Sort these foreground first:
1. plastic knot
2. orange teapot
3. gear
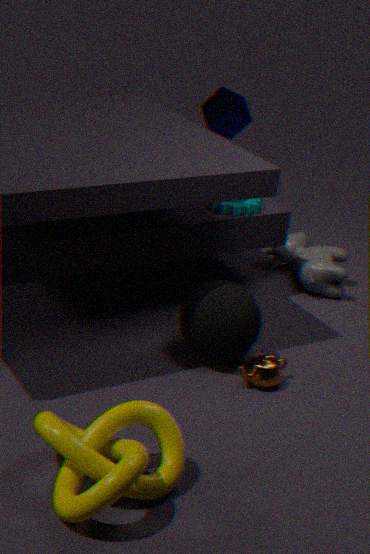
plastic knot, orange teapot, gear
